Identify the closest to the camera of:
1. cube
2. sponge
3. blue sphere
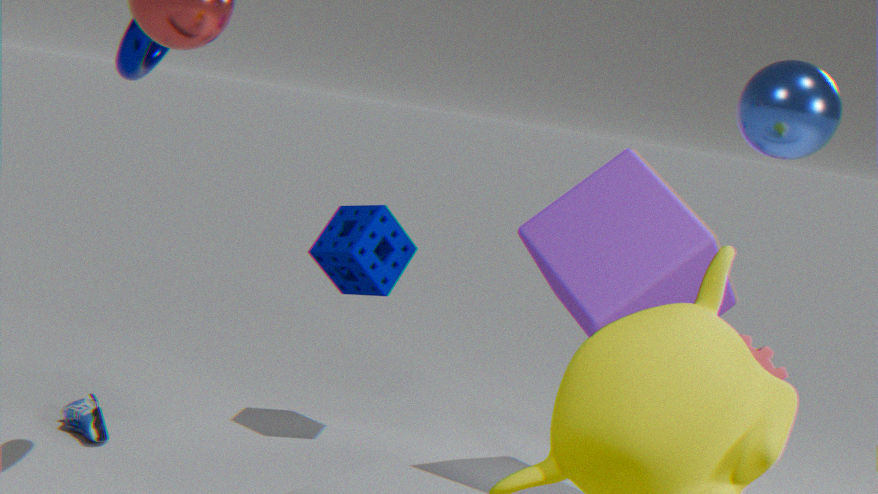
blue sphere
